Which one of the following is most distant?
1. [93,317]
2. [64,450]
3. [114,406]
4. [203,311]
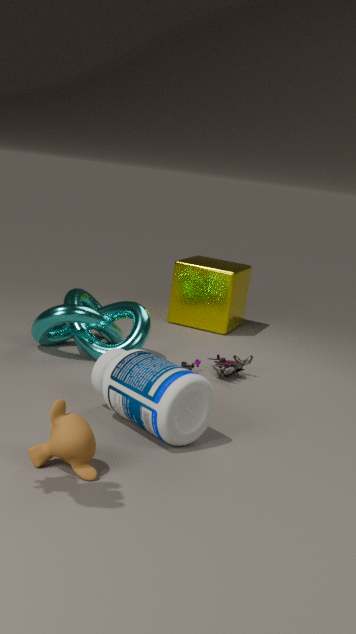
[203,311]
